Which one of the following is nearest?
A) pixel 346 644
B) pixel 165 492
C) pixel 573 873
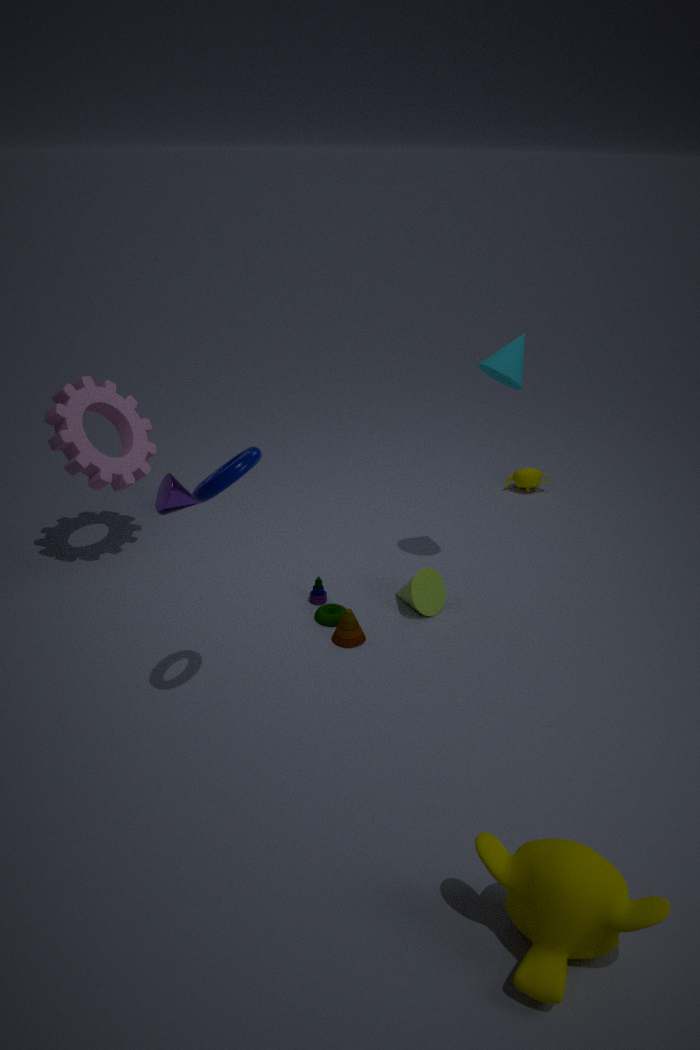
pixel 573 873
